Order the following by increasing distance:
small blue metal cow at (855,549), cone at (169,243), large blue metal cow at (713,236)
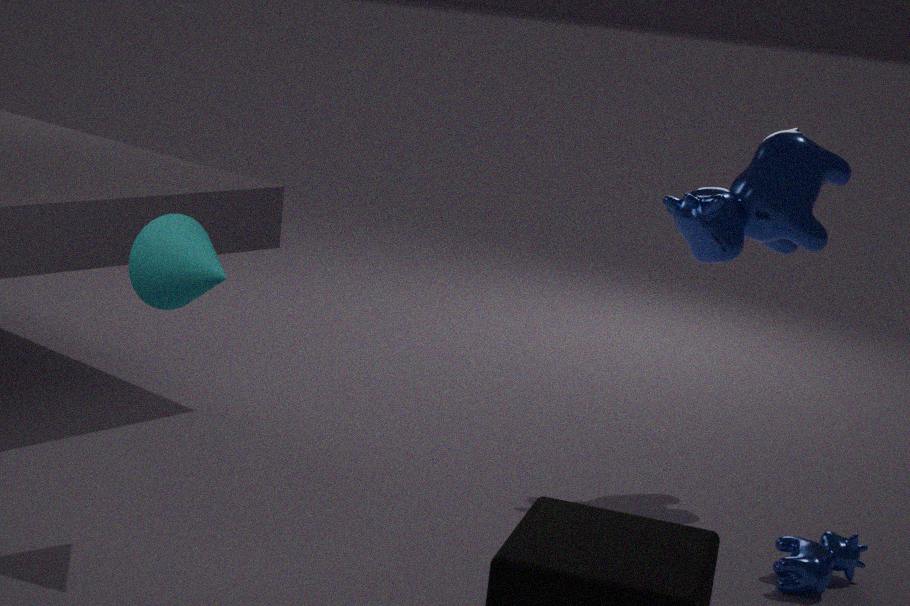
cone at (169,243)
small blue metal cow at (855,549)
large blue metal cow at (713,236)
